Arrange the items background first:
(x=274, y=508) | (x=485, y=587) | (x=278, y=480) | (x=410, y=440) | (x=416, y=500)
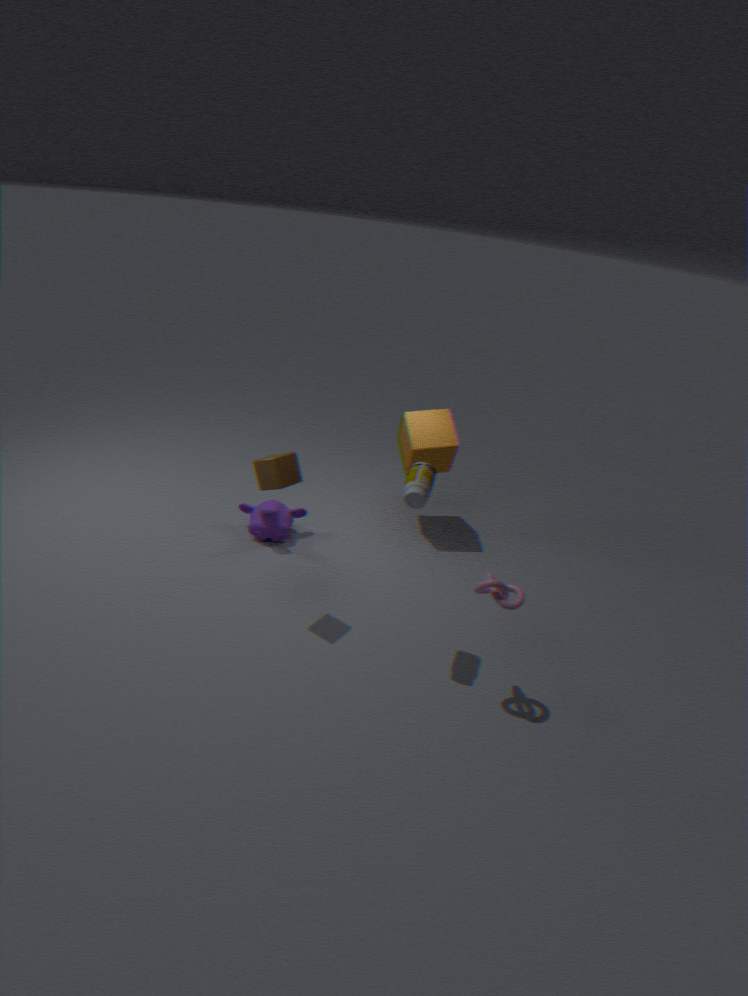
(x=410, y=440) → (x=274, y=508) → (x=278, y=480) → (x=416, y=500) → (x=485, y=587)
